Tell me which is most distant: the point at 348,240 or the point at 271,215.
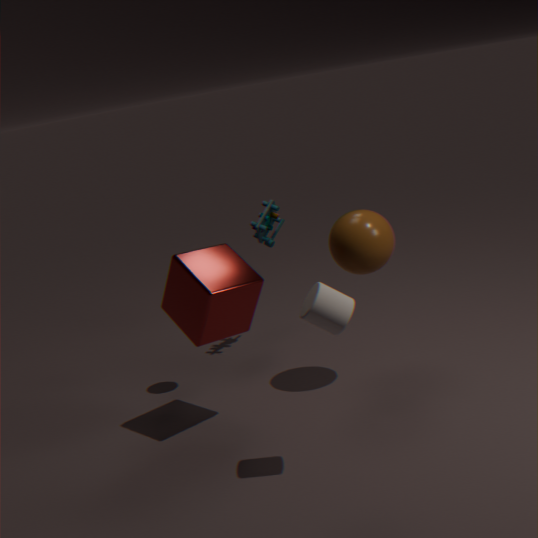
the point at 271,215
